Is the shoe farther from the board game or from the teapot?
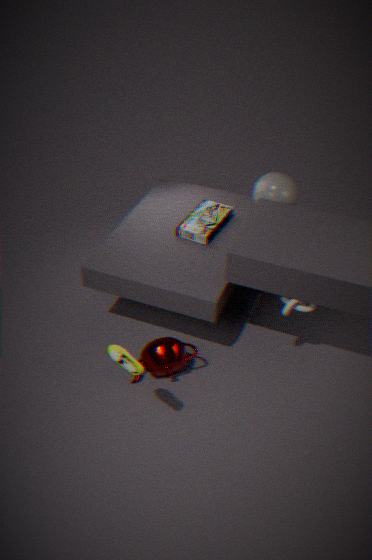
the board game
